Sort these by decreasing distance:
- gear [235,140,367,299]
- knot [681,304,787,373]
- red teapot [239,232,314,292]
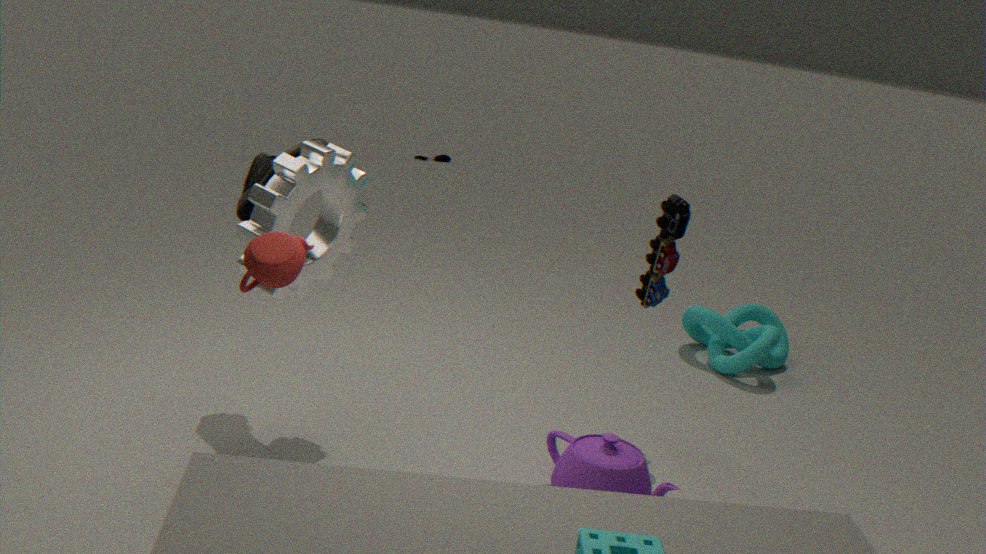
knot [681,304,787,373] < gear [235,140,367,299] < red teapot [239,232,314,292]
